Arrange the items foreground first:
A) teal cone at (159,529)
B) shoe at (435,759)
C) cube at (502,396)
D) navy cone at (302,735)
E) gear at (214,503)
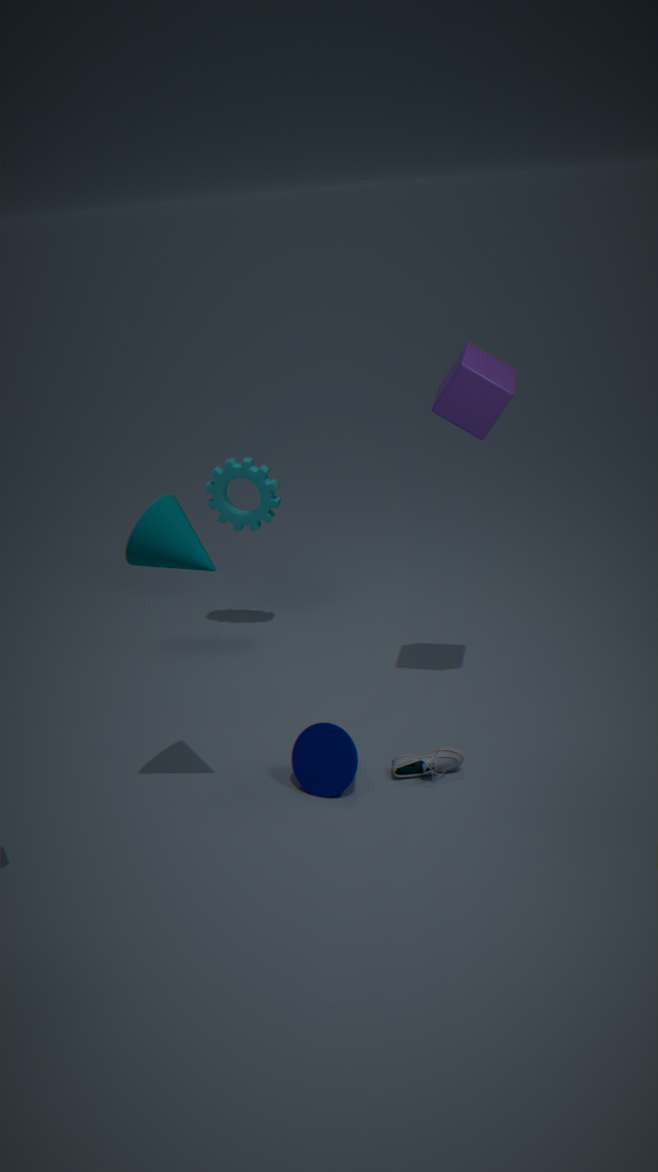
A. teal cone at (159,529)
C. cube at (502,396)
D. navy cone at (302,735)
B. shoe at (435,759)
E. gear at (214,503)
